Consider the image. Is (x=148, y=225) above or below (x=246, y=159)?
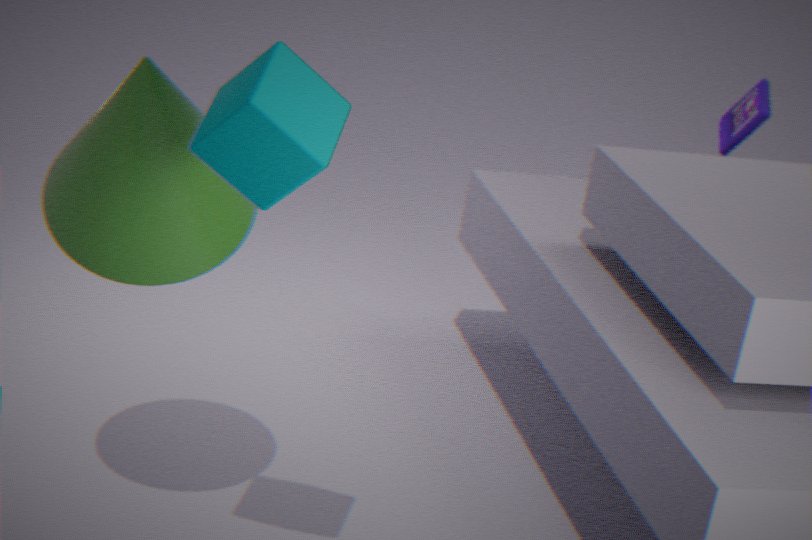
below
